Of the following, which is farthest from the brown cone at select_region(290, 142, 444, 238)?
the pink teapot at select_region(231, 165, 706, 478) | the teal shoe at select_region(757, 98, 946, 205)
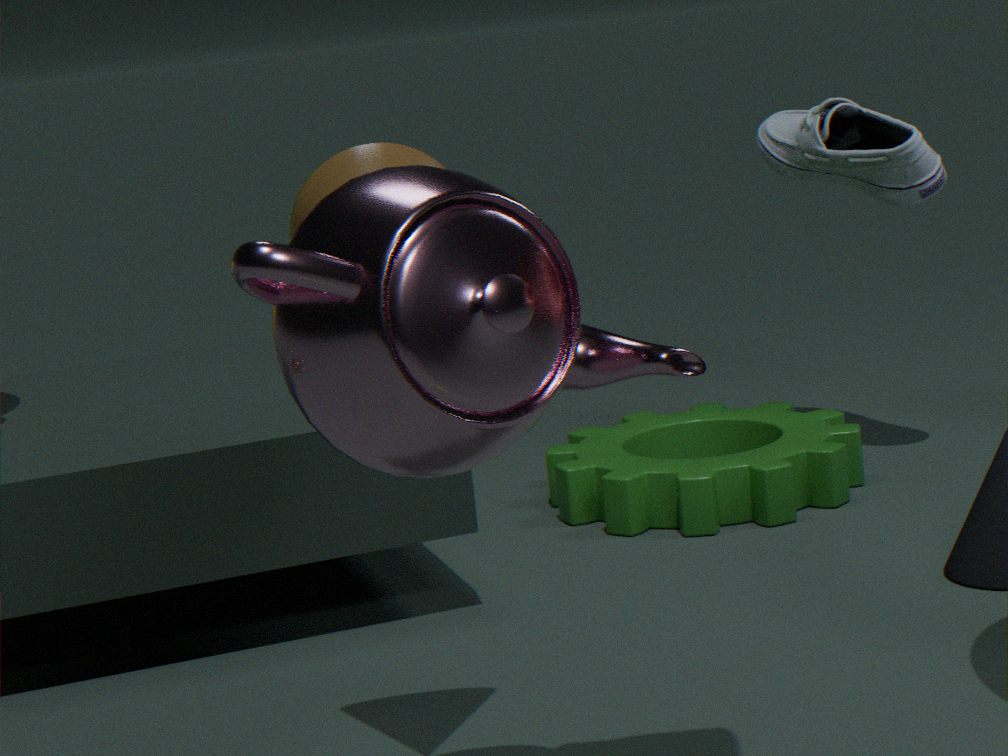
the teal shoe at select_region(757, 98, 946, 205)
